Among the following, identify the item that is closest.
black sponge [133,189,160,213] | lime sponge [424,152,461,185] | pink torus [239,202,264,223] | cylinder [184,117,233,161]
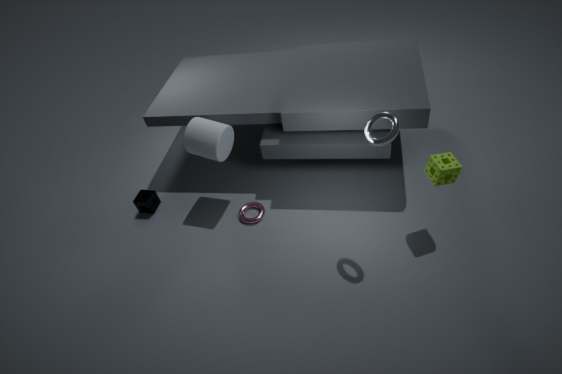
lime sponge [424,152,461,185]
